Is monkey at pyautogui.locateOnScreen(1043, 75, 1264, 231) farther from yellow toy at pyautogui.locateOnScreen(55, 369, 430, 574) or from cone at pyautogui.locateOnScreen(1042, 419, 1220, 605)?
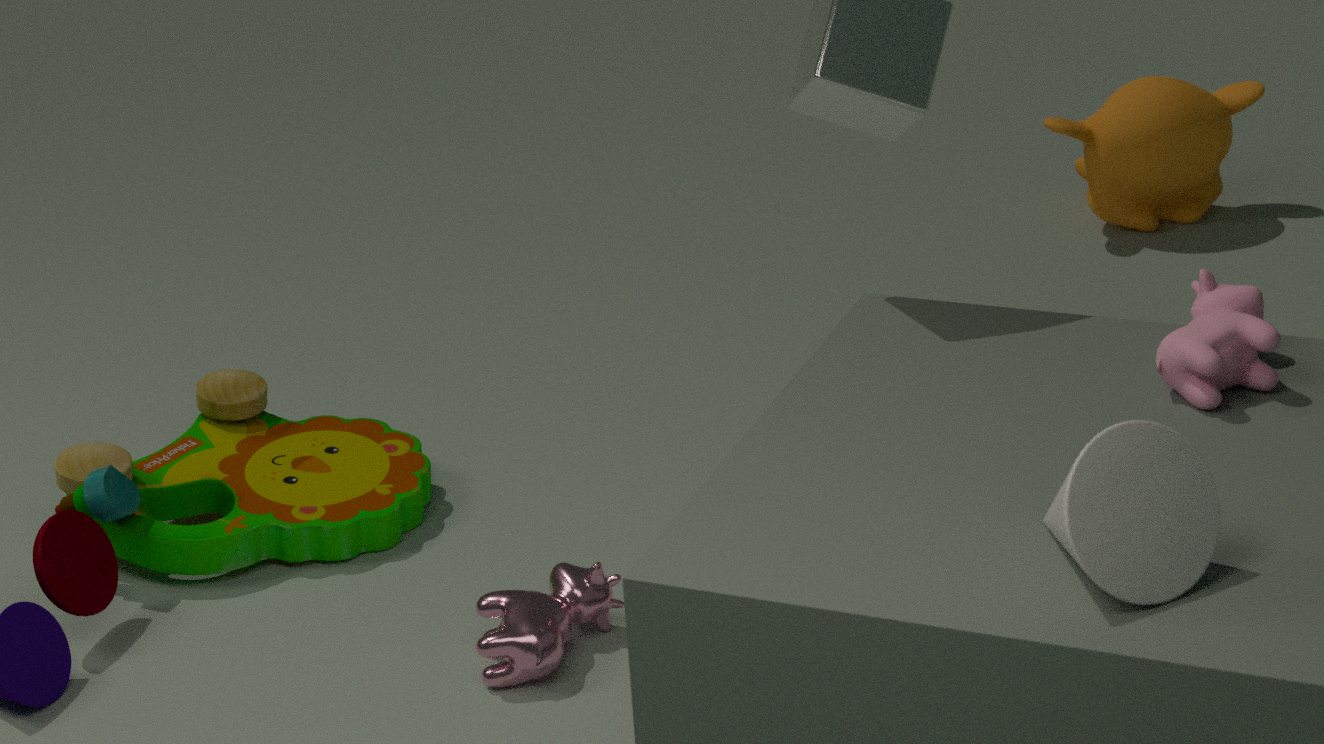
cone at pyautogui.locateOnScreen(1042, 419, 1220, 605)
